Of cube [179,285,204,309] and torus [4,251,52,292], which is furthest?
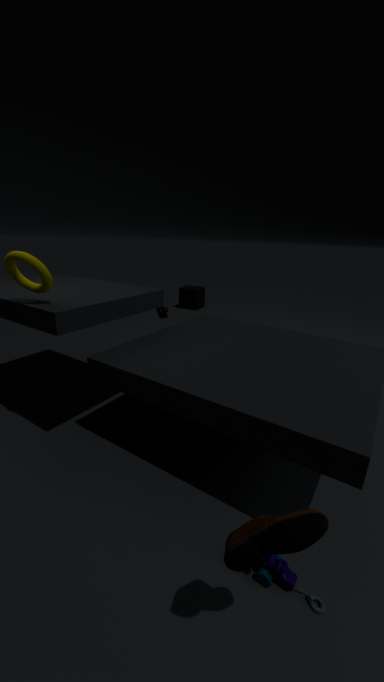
cube [179,285,204,309]
